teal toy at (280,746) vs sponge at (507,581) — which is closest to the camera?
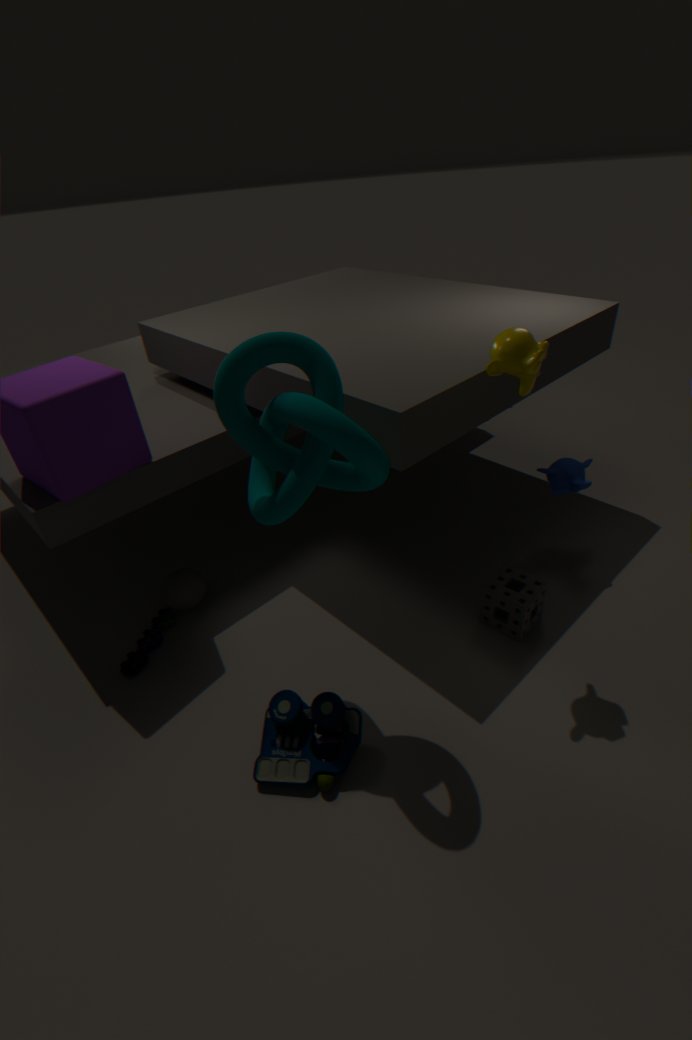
teal toy at (280,746)
